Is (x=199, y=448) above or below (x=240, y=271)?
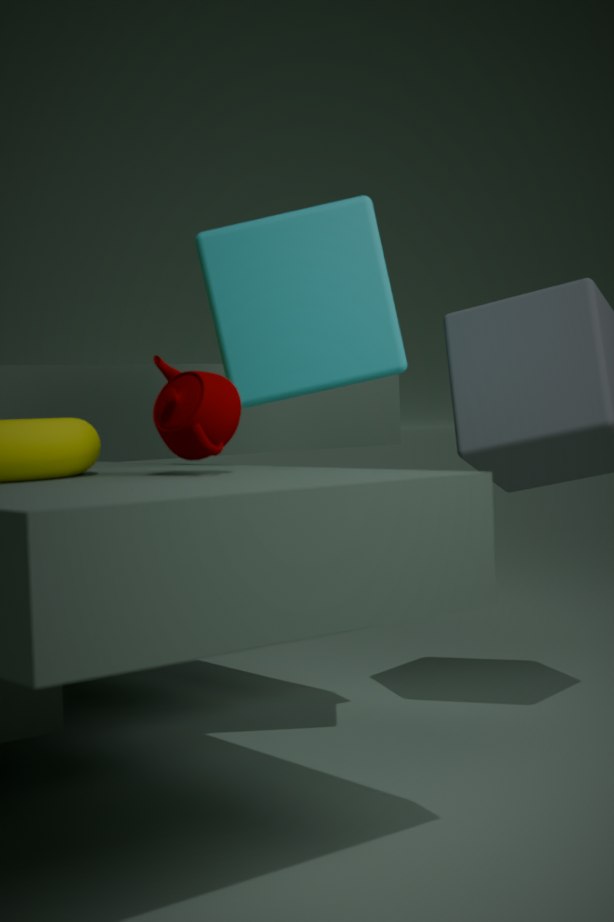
below
